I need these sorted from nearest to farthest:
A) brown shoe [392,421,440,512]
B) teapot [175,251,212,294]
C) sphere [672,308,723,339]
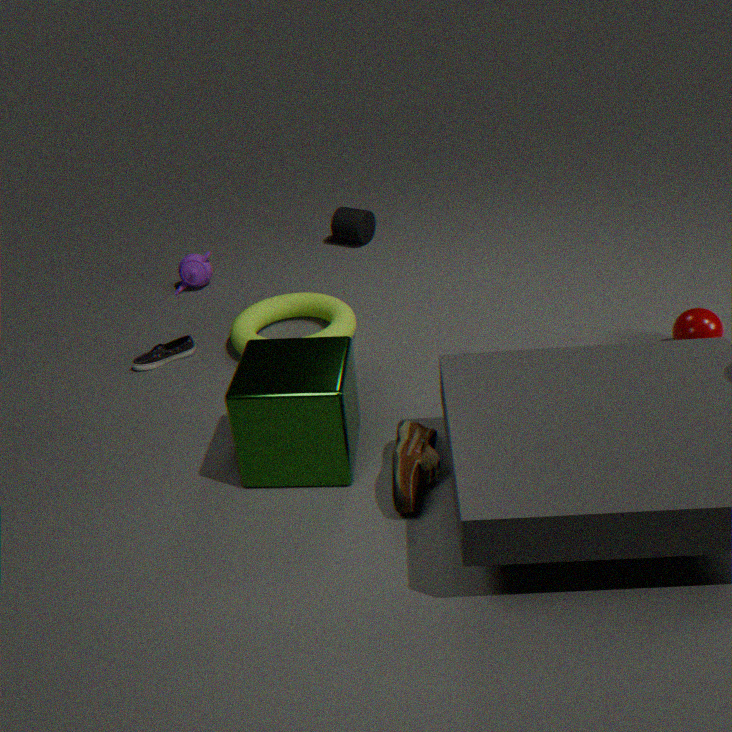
brown shoe [392,421,440,512], sphere [672,308,723,339], teapot [175,251,212,294]
